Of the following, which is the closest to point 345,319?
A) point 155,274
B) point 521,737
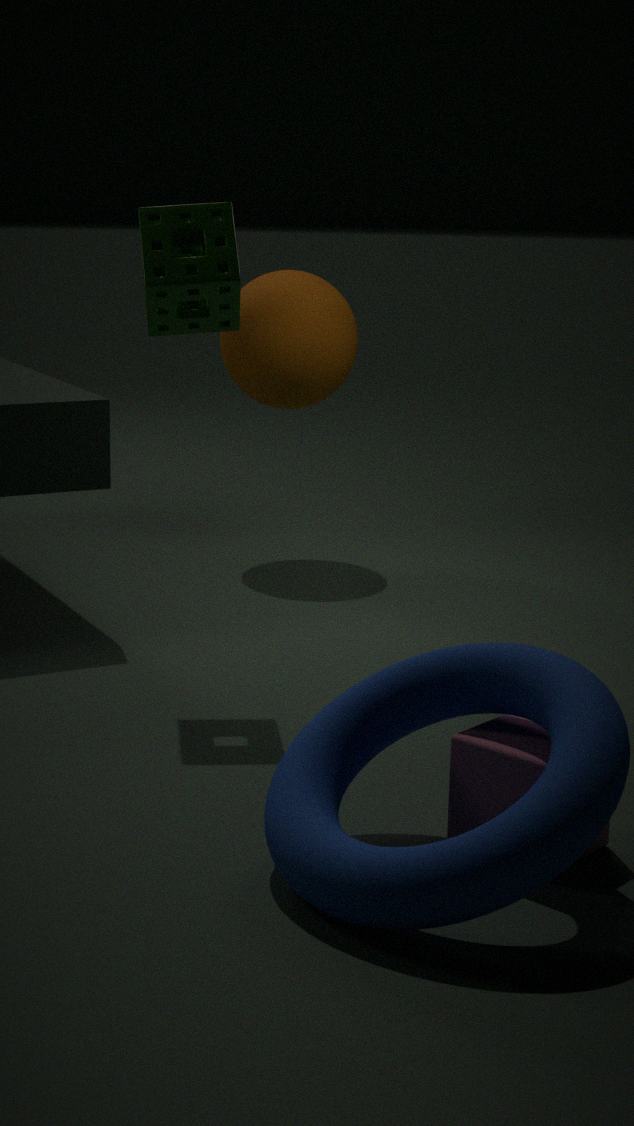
point 155,274
